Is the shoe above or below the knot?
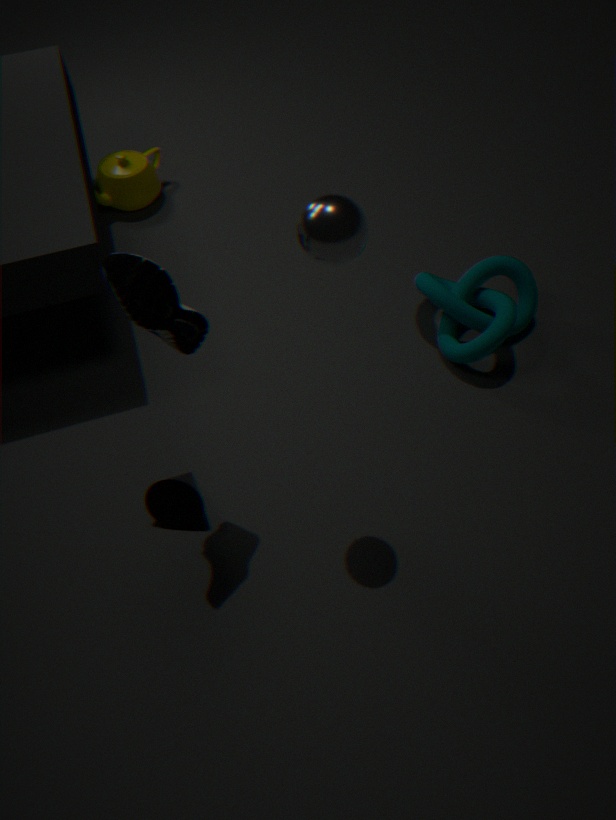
above
